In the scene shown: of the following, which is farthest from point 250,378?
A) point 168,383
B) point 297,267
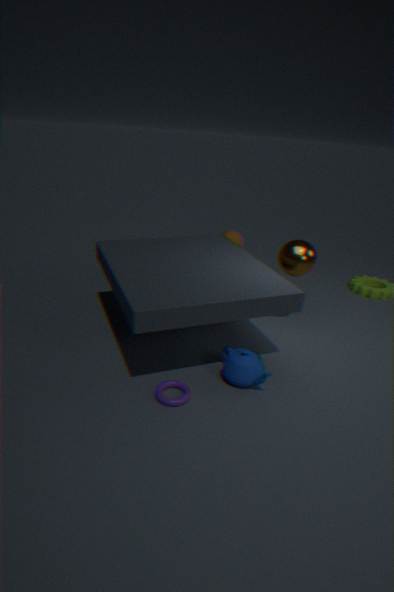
point 297,267
